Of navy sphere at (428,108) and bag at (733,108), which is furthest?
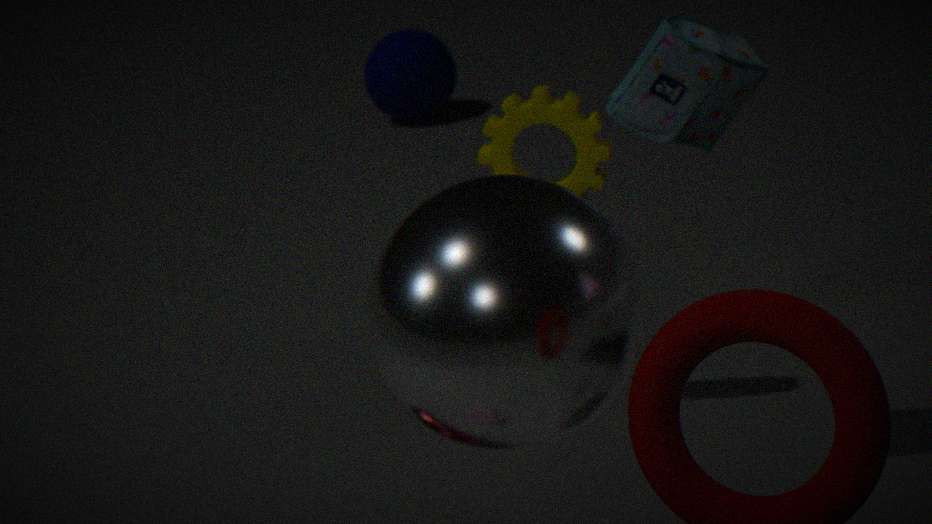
navy sphere at (428,108)
